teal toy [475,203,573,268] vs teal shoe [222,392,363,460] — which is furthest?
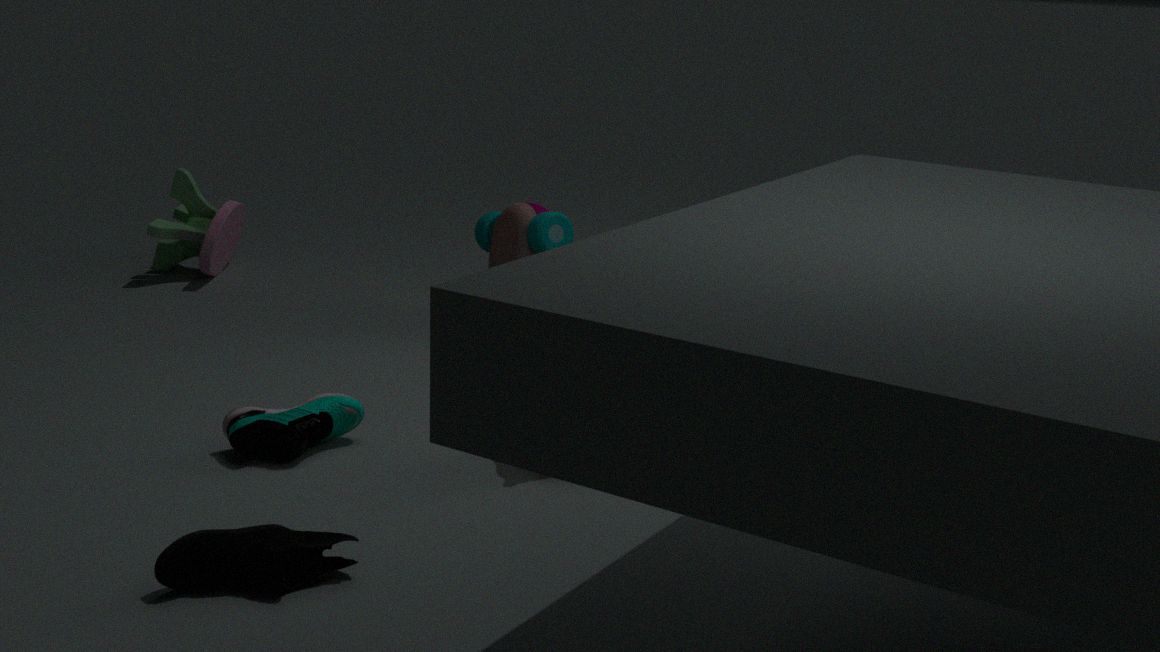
teal toy [475,203,573,268]
